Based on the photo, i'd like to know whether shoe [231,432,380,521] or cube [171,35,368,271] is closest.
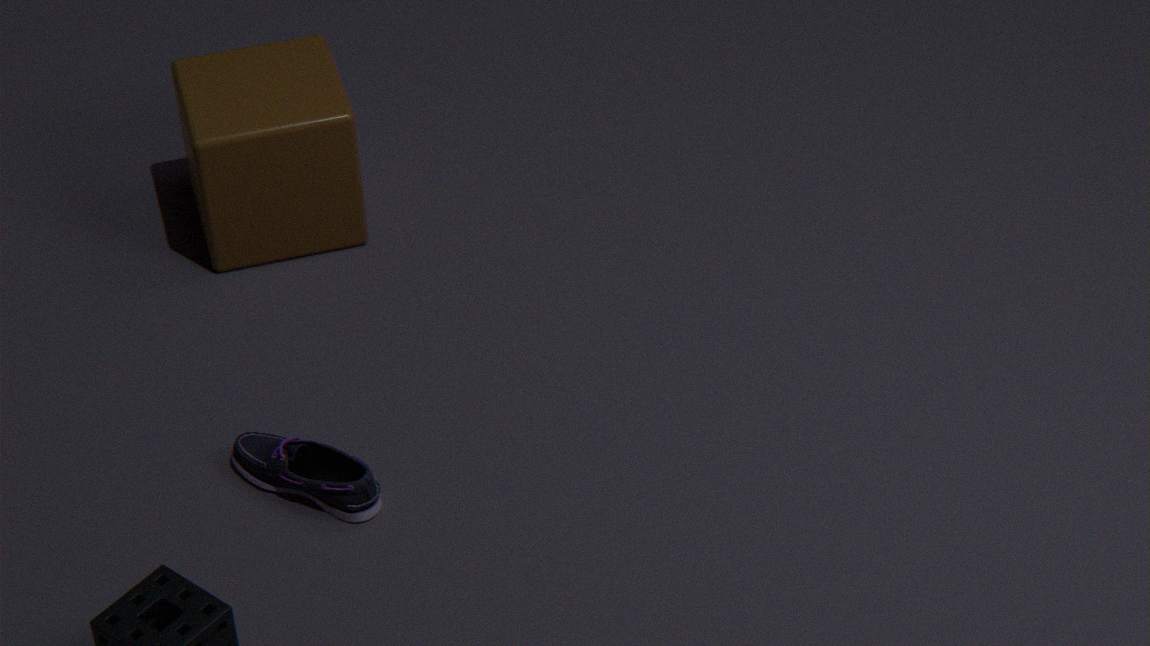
shoe [231,432,380,521]
